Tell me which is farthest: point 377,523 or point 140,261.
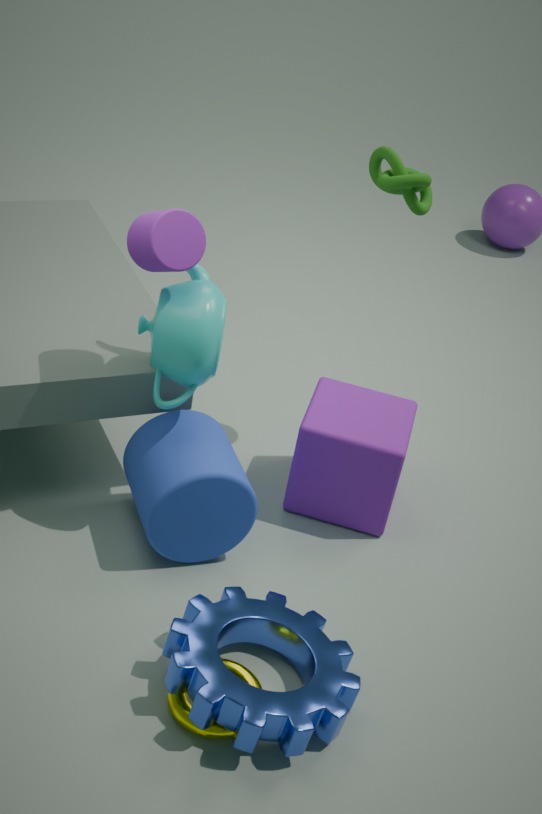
point 377,523
